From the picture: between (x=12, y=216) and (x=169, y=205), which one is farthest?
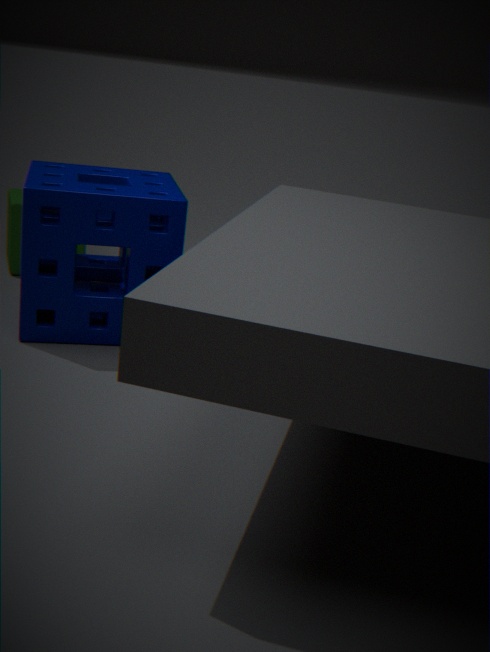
(x=12, y=216)
